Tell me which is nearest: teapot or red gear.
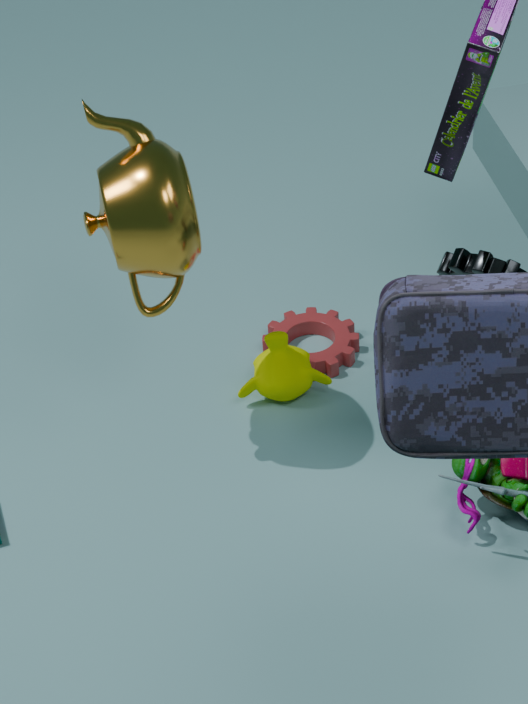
teapot
